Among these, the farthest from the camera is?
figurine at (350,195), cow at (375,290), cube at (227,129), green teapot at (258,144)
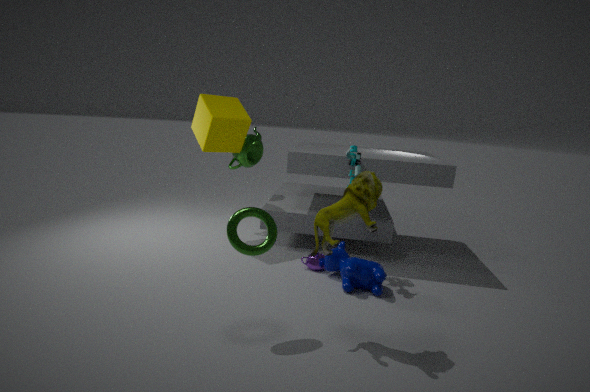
green teapot at (258,144)
